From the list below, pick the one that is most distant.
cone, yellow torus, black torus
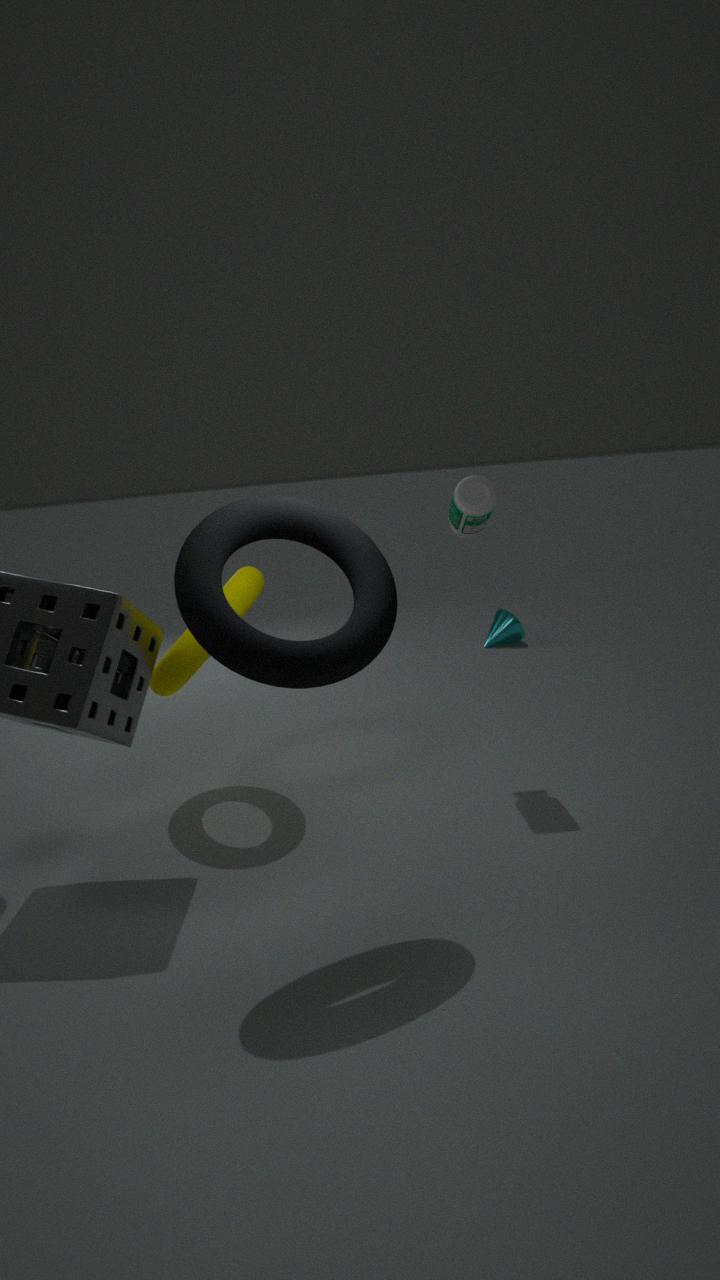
cone
